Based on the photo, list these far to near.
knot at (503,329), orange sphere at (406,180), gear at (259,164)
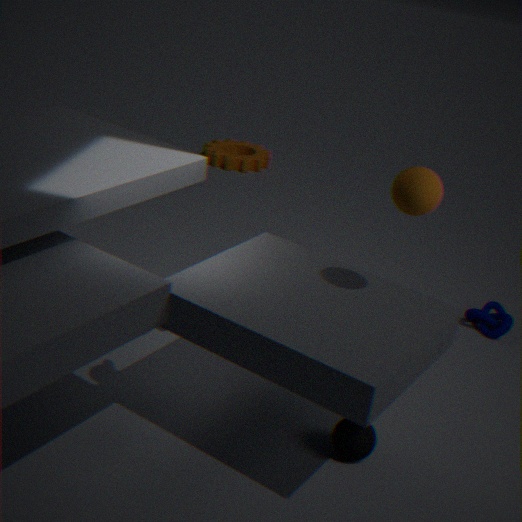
gear at (259,164), knot at (503,329), orange sphere at (406,180)
